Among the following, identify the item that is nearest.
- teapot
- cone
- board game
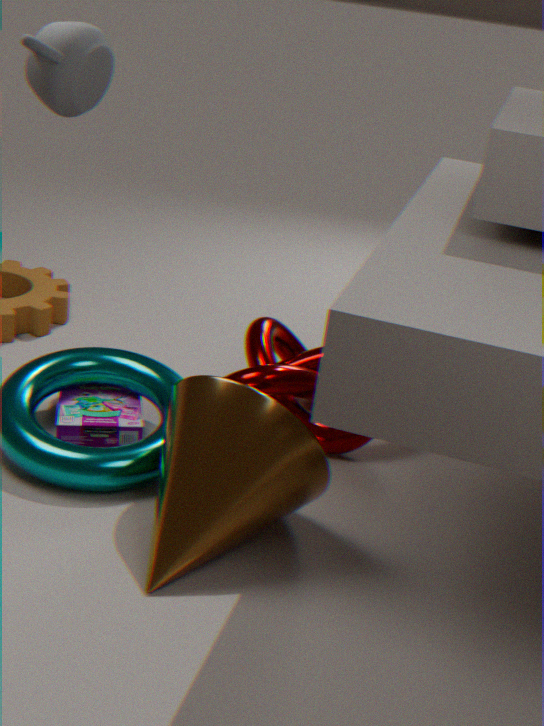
teapot
